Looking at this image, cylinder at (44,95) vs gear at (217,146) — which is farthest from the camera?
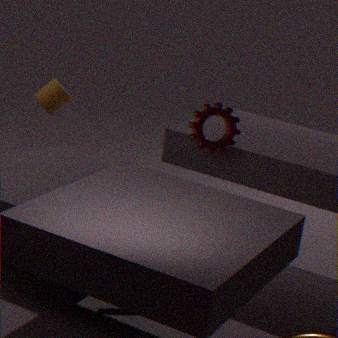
cylinder at (44,95)
